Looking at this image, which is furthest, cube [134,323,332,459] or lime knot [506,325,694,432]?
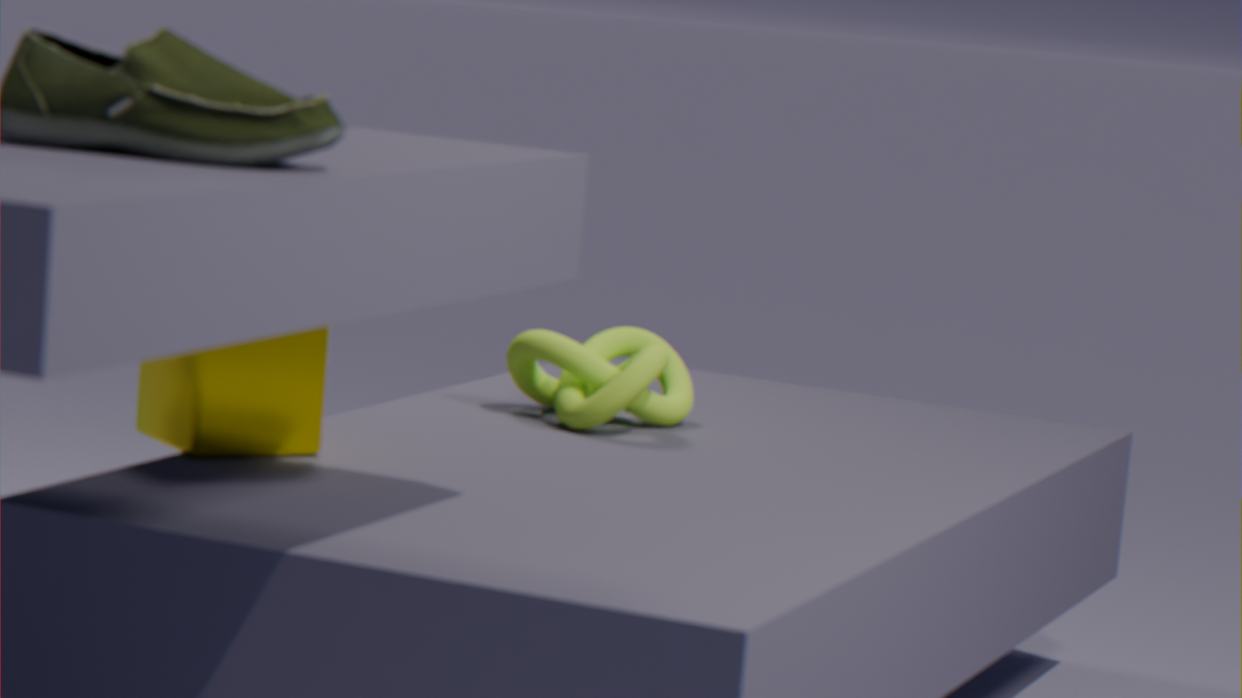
lime knot [506,325,694,432]
